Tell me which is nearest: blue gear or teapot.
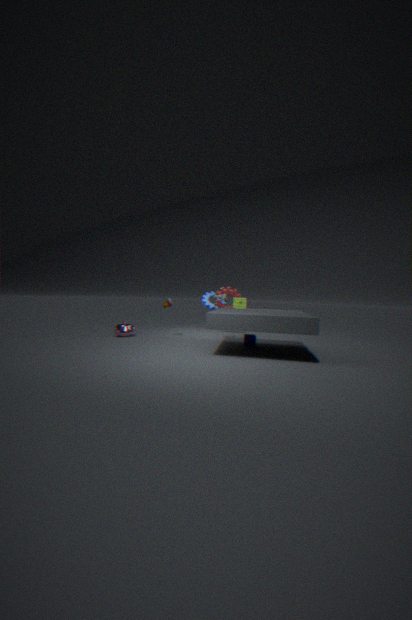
teapot
